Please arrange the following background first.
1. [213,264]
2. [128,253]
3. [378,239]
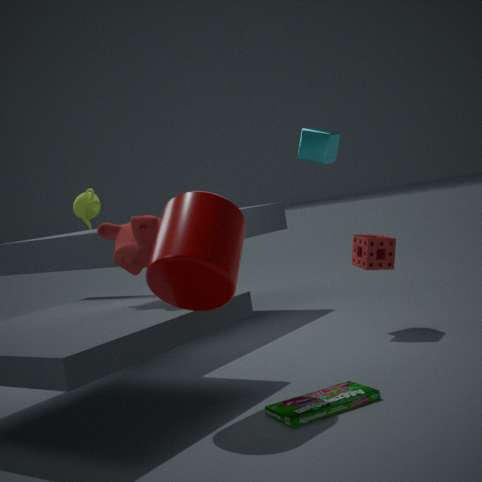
[378,239] < [128,253] < [213,264]
